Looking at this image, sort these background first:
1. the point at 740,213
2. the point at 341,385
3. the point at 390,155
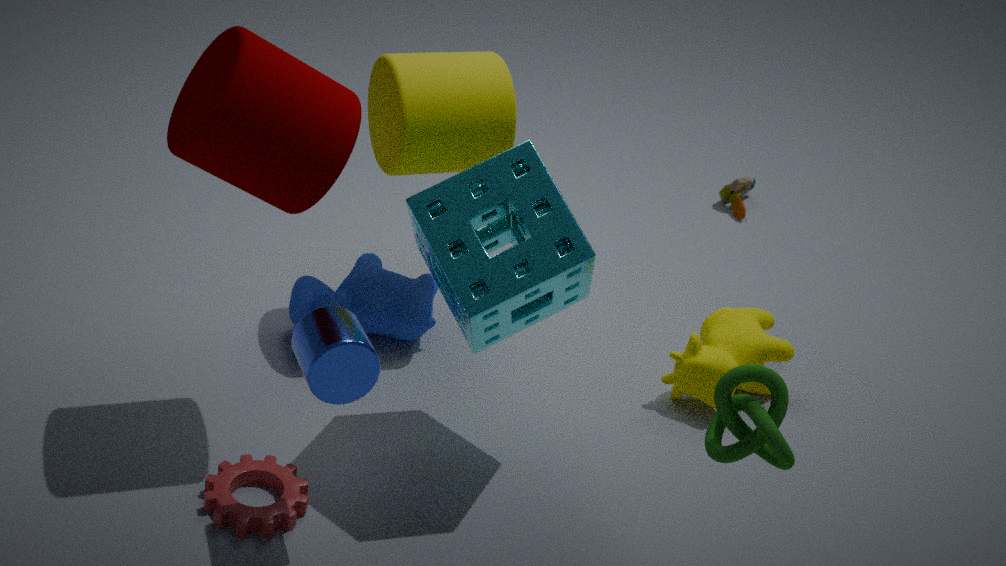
the point at 740,213
the point at 390,155
the point at 341,385
